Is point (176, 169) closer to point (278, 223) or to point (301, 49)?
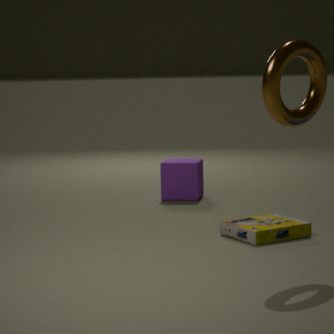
point (278, 223)
